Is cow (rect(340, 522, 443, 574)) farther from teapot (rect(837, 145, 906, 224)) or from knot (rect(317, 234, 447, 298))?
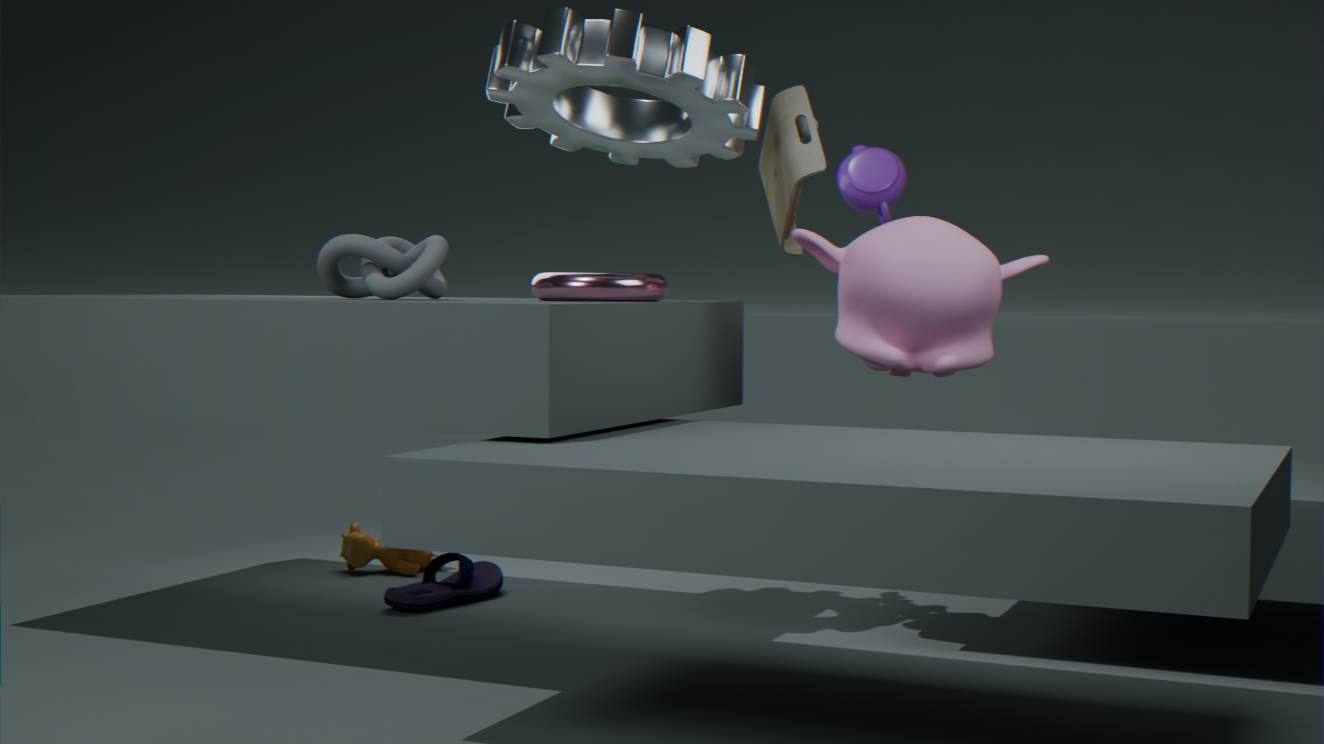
teapot (rect(837, 145, 906, 224))
